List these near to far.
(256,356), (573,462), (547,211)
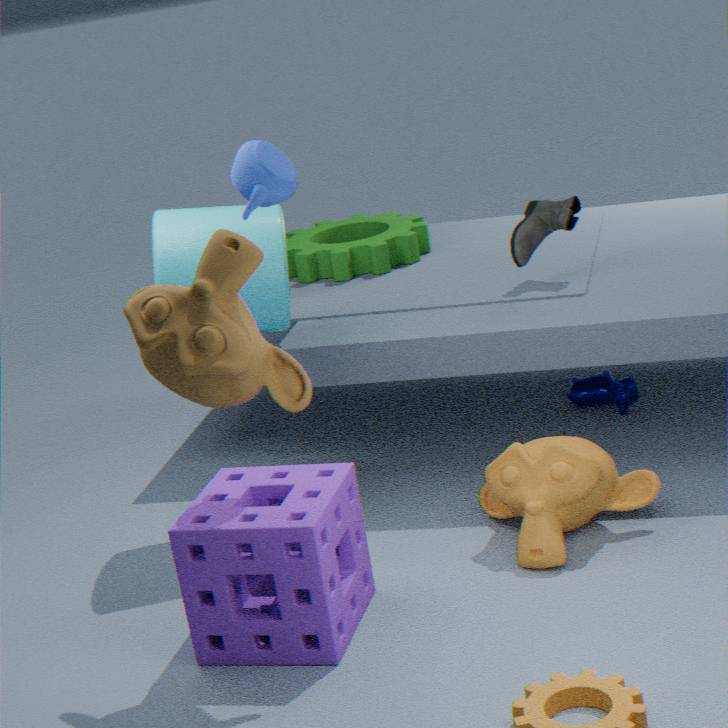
(256,356) → (573,462) → (547,211)
